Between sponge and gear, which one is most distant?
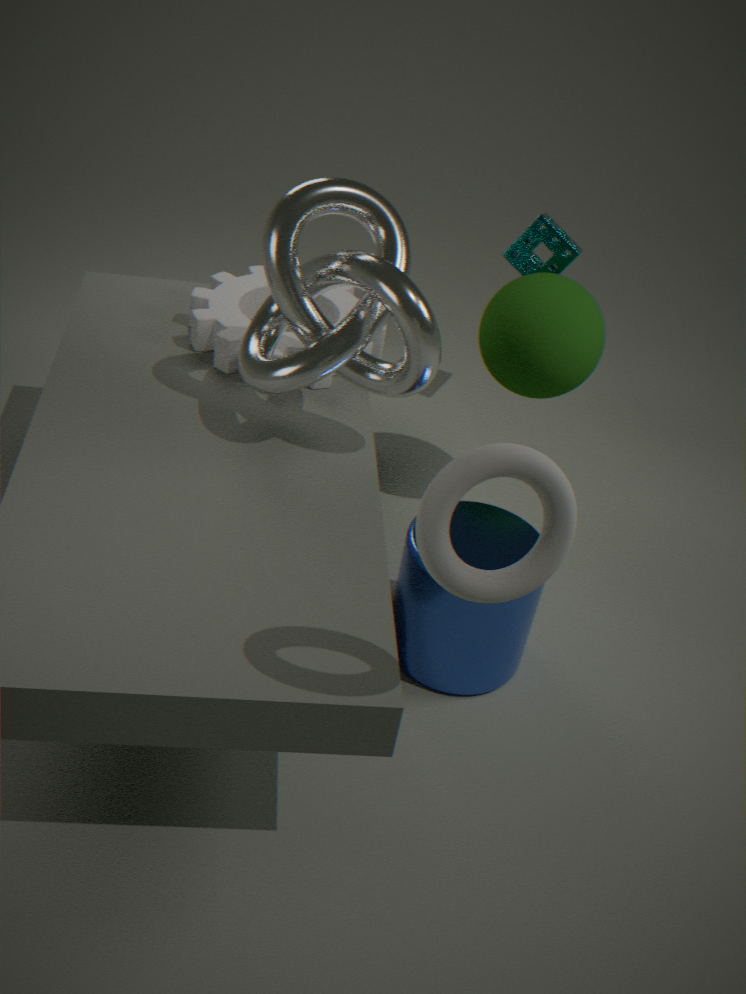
sponge
